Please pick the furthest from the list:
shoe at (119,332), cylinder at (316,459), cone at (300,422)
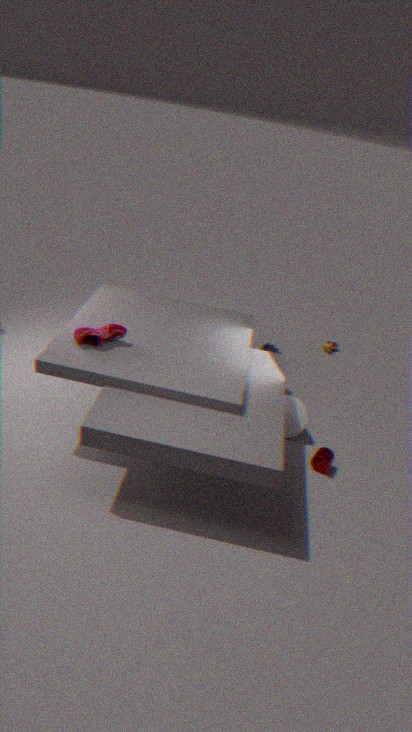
cone at (300,422)
